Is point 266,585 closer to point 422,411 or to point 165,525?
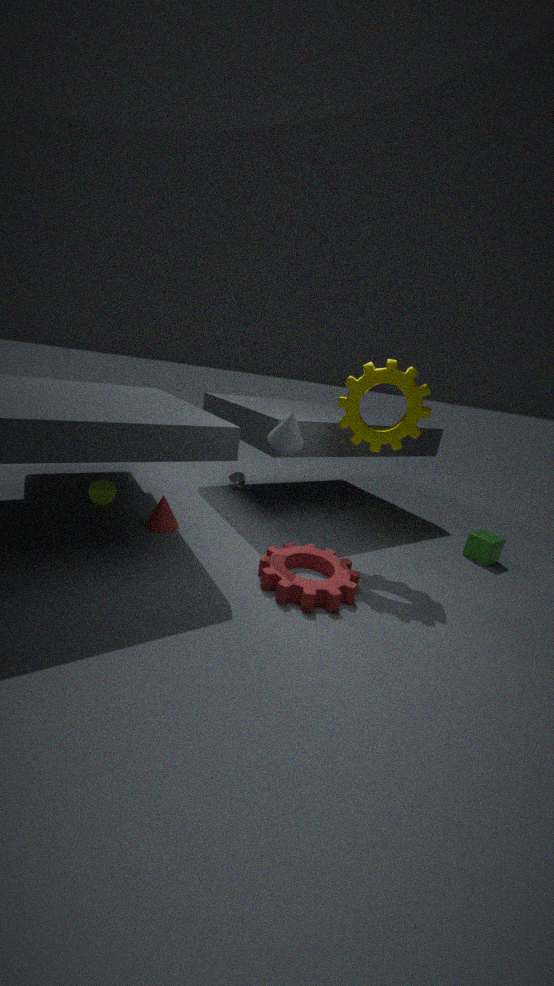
point 165,525
